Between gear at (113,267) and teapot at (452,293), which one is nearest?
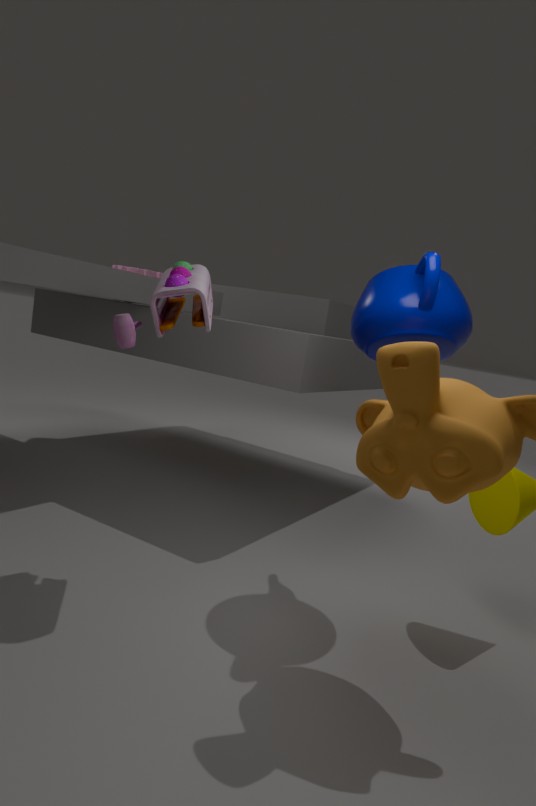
teapot at (452,293)
